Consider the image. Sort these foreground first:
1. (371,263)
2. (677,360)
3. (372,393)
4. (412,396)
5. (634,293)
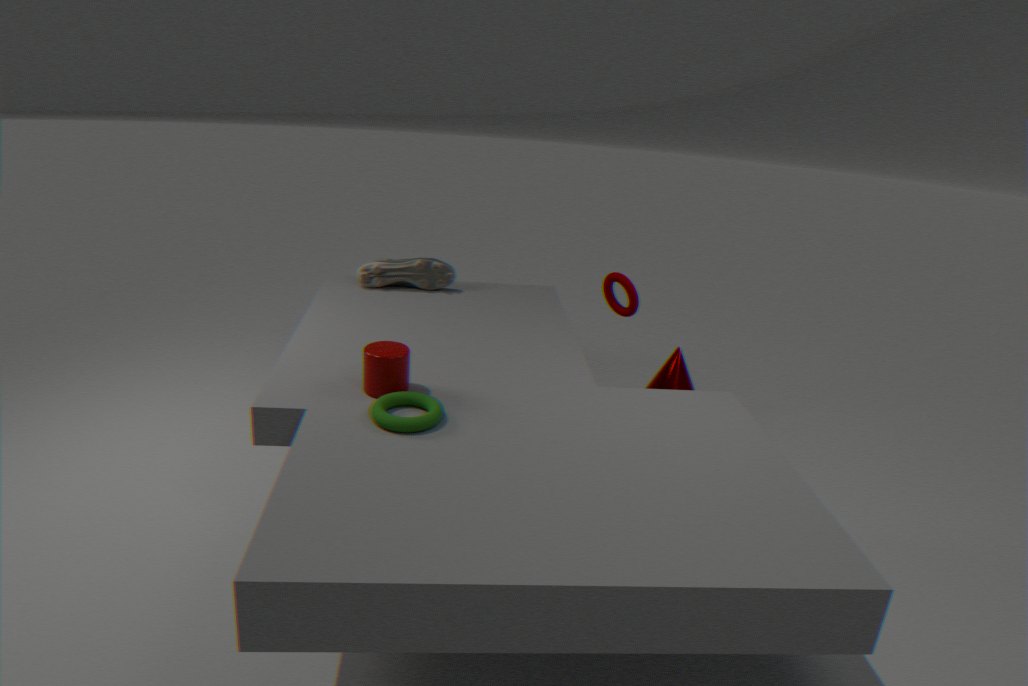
(412,396) < (372,393) < (634,293) < (371,263) < (677,360)
